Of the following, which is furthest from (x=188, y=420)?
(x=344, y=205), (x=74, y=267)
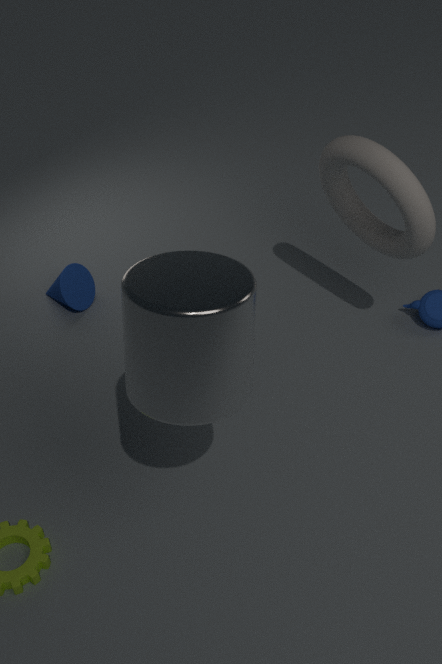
(x=74, y=267)
